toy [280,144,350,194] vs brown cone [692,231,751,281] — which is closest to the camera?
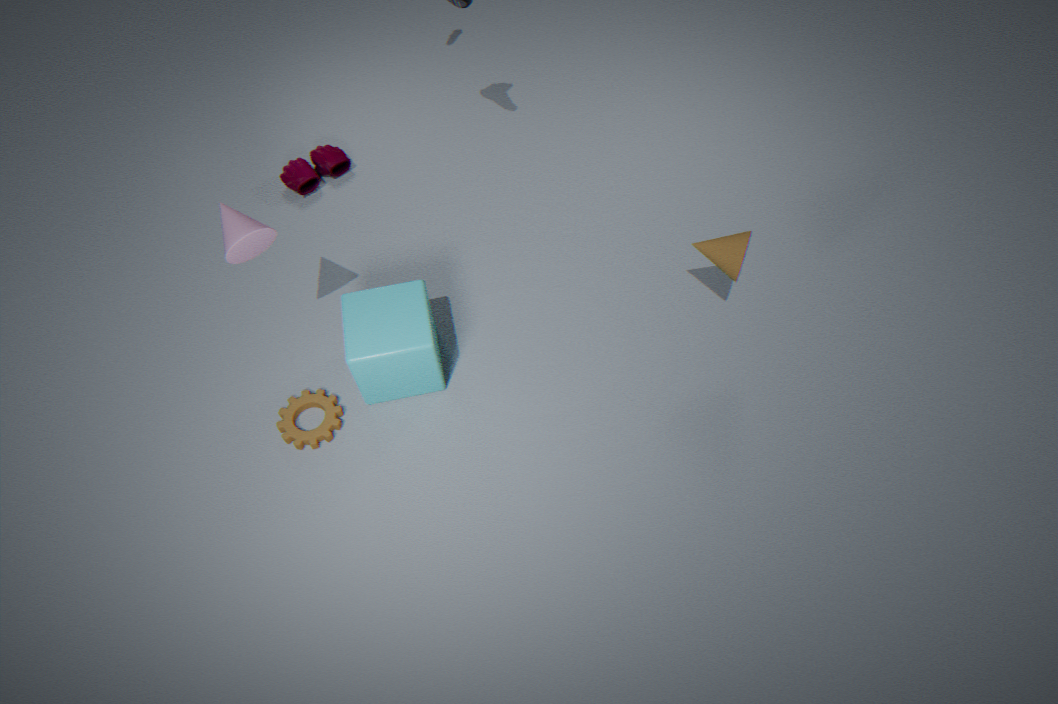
brown cone [692,231,751,281]
